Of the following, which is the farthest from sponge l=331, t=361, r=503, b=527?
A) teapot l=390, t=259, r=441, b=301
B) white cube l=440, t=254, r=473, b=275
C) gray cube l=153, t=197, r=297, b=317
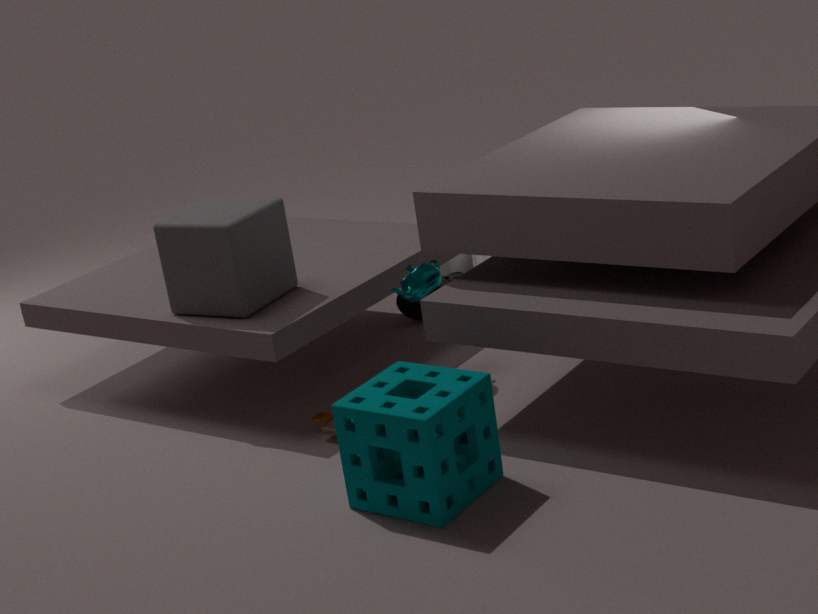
white cube l=440, t=254, r=473, b=275
